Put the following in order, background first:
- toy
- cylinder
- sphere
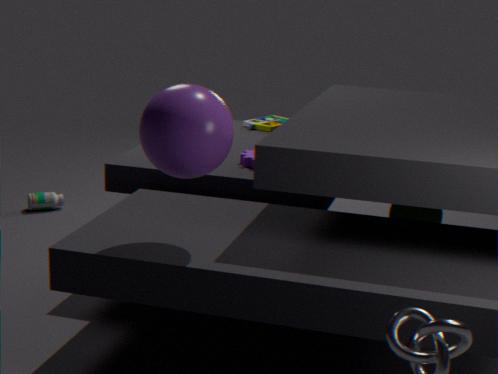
toy → cylinder → sphere
